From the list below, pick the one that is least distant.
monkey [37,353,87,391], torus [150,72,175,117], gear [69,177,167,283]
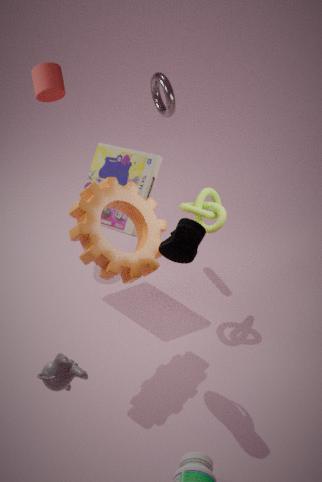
monkey [37,353,87,391]
